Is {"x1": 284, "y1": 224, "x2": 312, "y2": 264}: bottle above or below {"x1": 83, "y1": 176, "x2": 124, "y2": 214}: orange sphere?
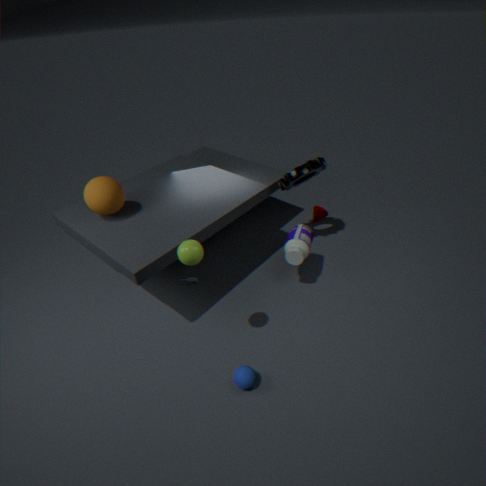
below
